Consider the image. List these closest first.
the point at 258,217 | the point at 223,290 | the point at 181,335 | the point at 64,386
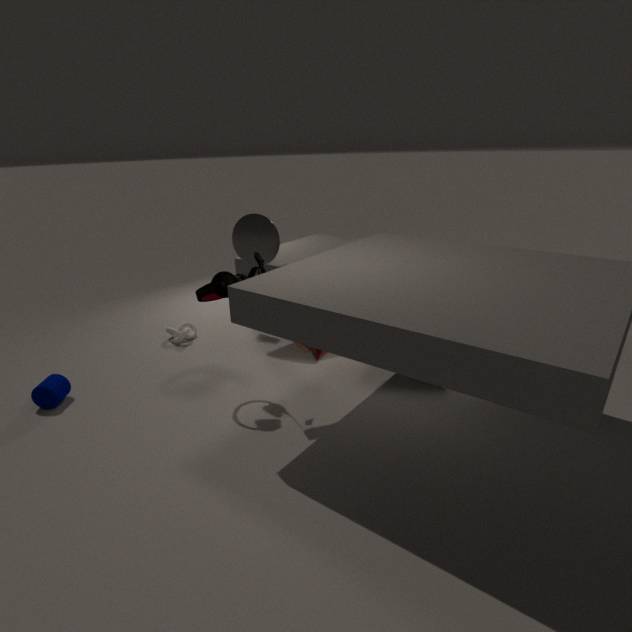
the point at 223,290
the point at 64,386
the point at 258,217
the point at 181,335
